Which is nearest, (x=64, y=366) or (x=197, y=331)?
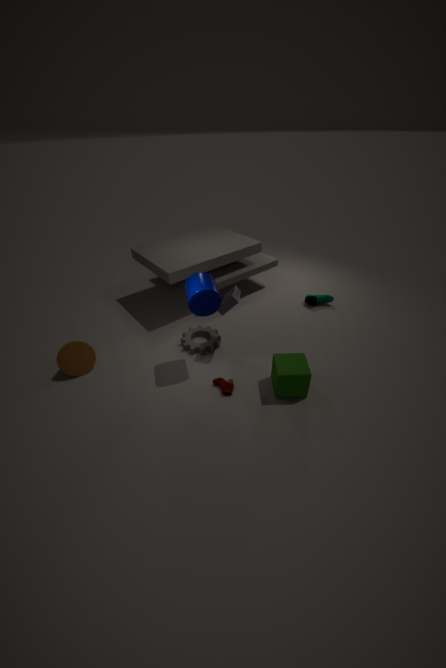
(x=64, y=366)
